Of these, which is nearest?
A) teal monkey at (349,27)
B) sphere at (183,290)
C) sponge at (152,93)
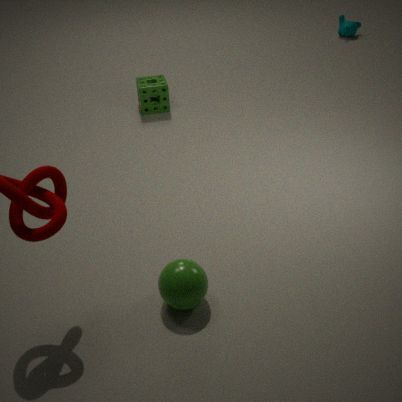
sphere at (183,290)
